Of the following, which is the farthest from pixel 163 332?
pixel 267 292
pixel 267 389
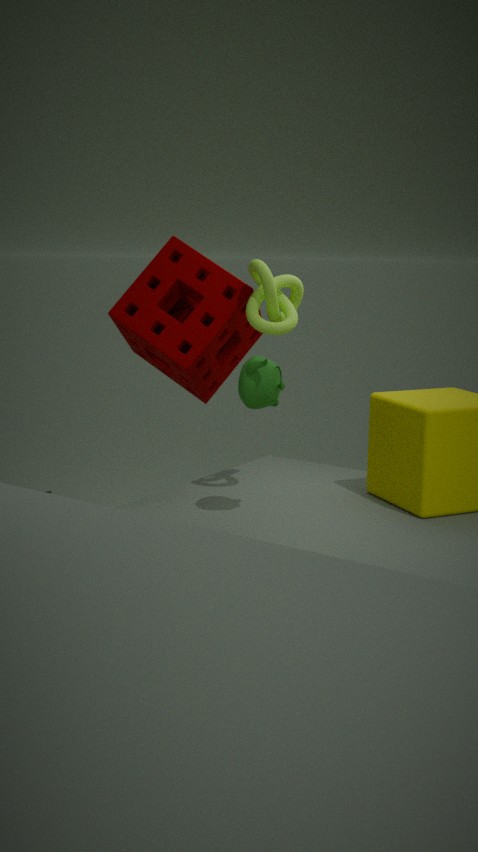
pixel 267 389
